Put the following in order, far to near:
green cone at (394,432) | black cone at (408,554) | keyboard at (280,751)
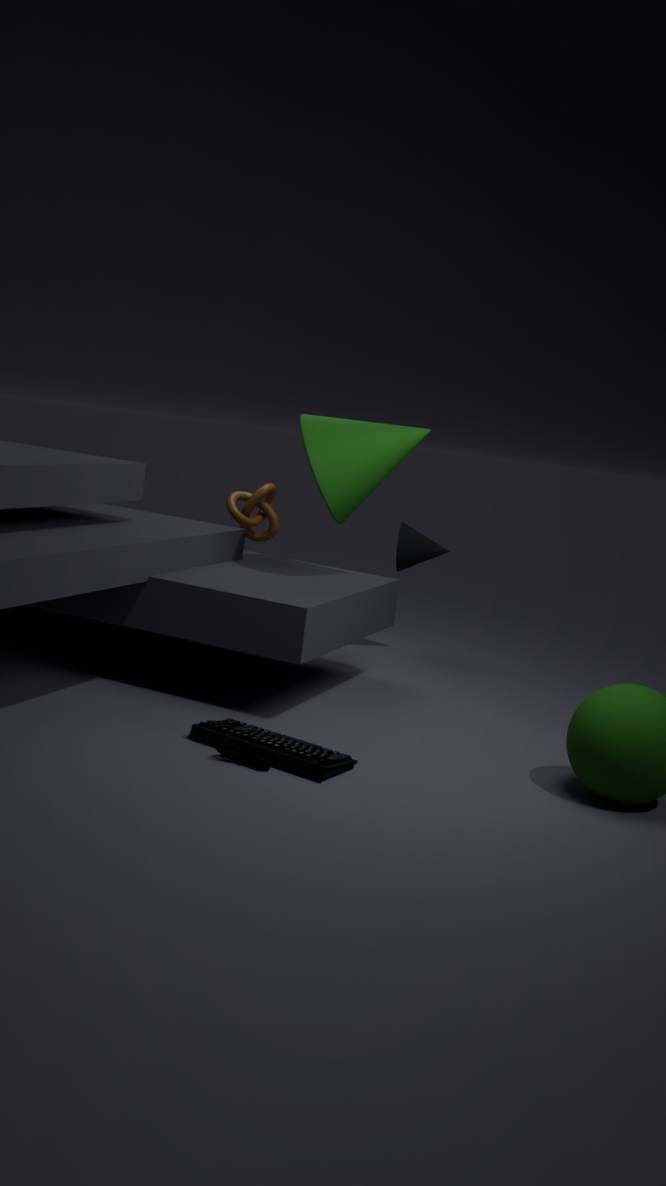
black cone at (408,554) → green cone at (394,432) → keyboard at (280,751)
